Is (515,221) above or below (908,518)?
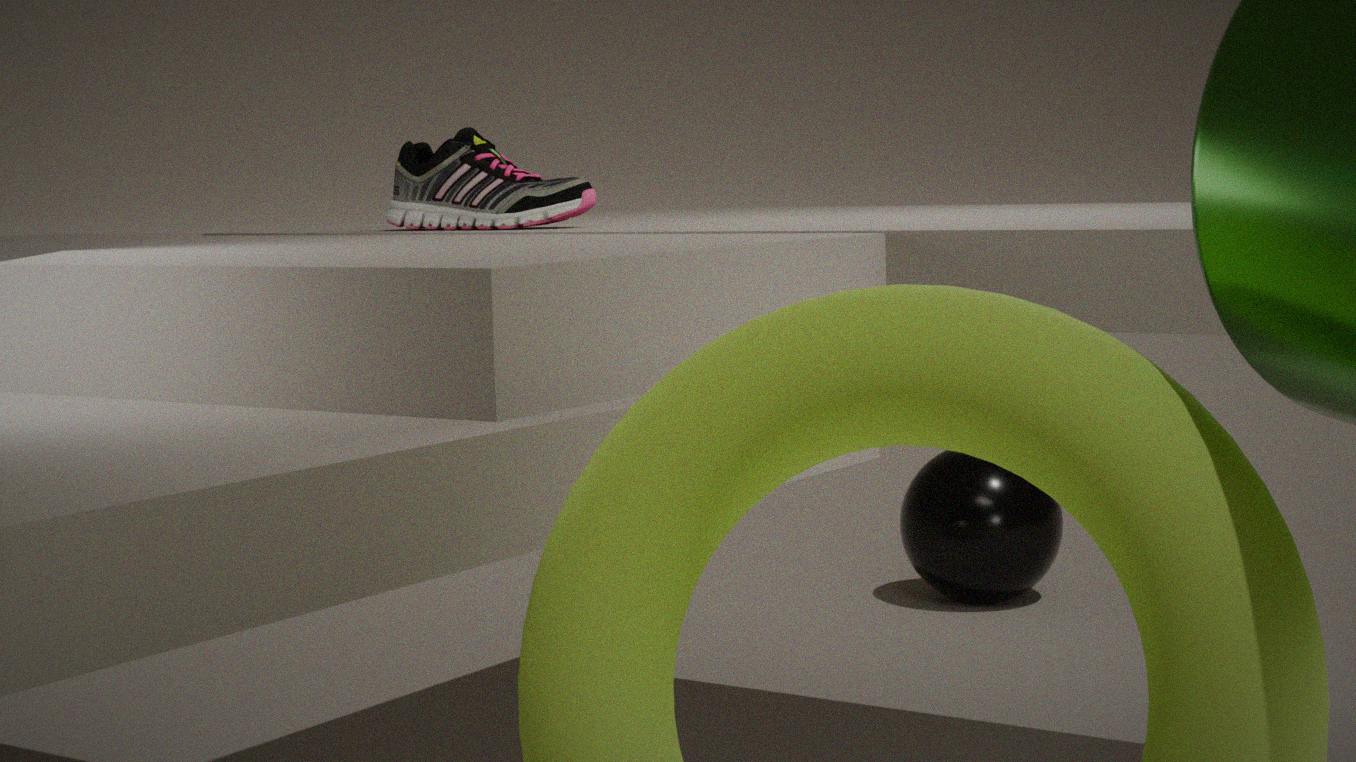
above
